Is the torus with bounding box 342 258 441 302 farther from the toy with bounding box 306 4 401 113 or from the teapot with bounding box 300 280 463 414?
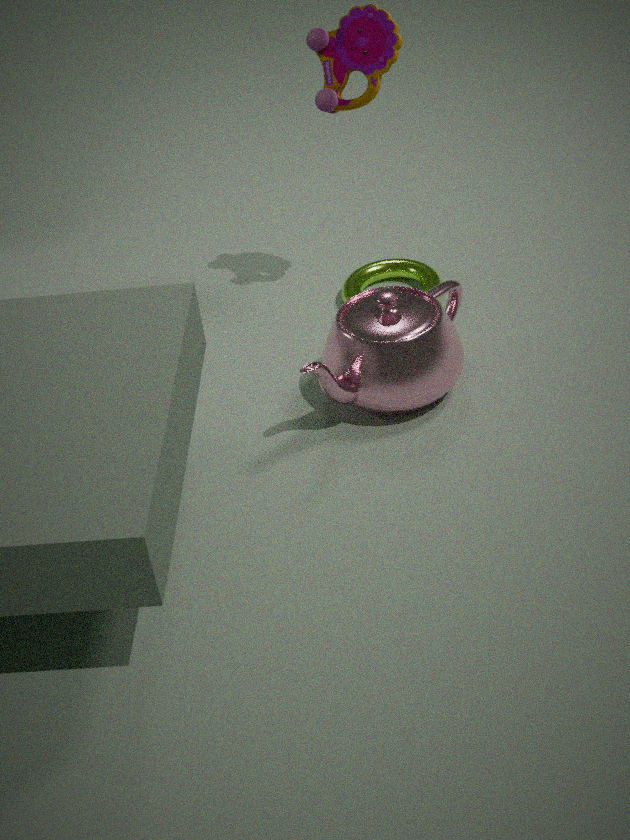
the toy with bounding box 306 4 401 113
